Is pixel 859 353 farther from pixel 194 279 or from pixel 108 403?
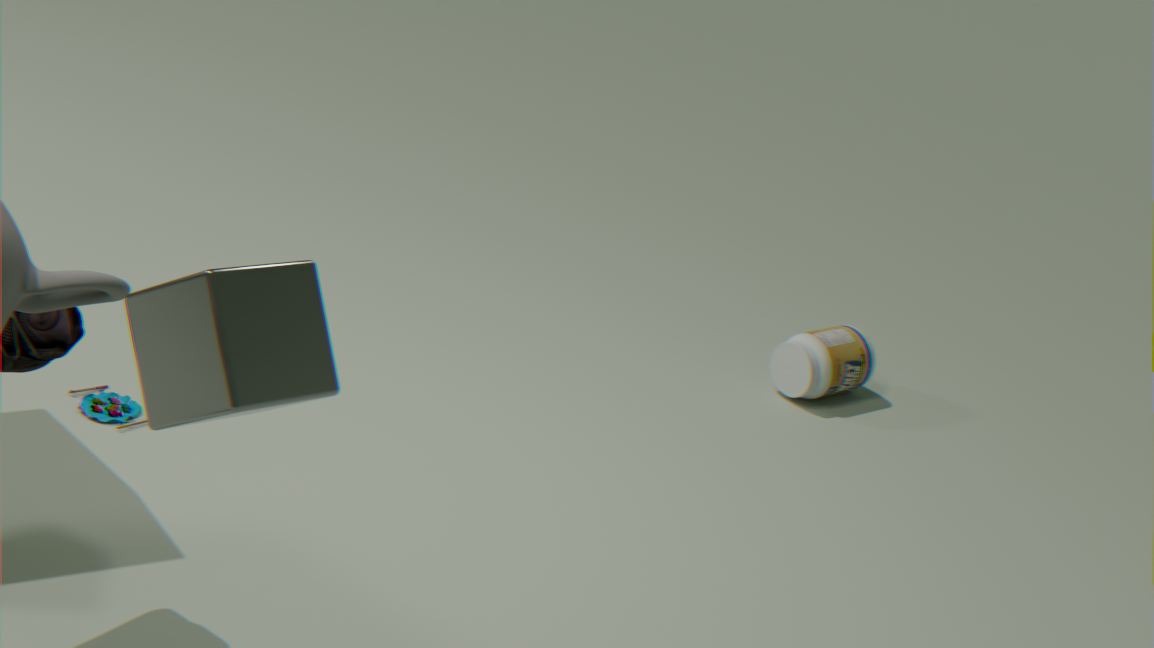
pixel 194 279
